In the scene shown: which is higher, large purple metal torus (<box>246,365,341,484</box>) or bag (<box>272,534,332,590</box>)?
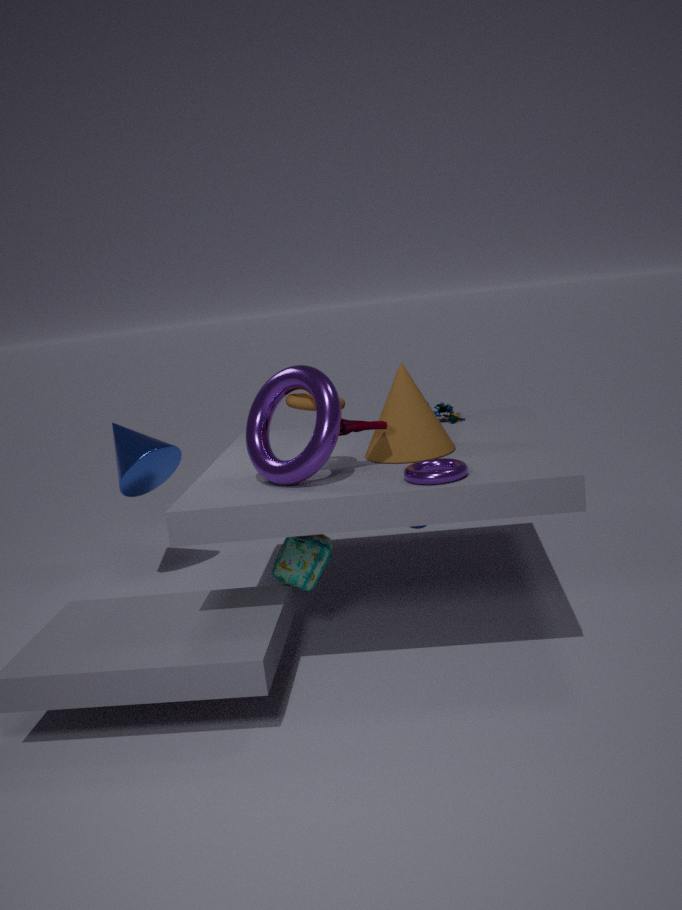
large purple metal torus (<box>246,365,341,484</box>)
